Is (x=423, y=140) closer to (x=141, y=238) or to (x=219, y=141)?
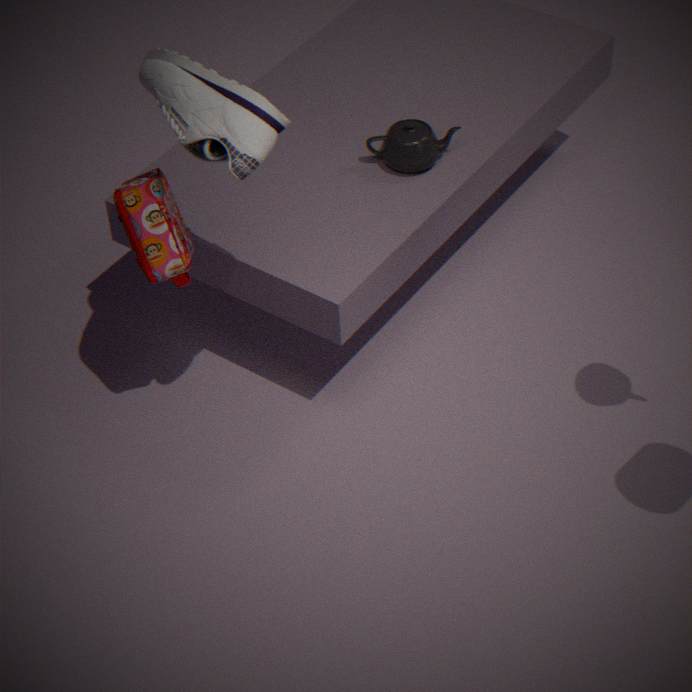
(x=141, y=238)
